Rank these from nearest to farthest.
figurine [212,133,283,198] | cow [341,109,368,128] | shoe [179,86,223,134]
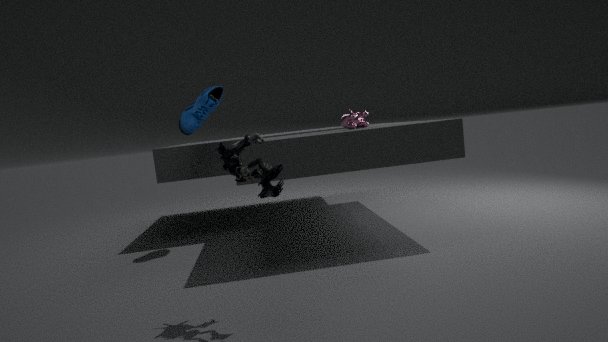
figurine [212,133,283,198] < cow [341,109,368,128] < shoe [179,86,223,134]
